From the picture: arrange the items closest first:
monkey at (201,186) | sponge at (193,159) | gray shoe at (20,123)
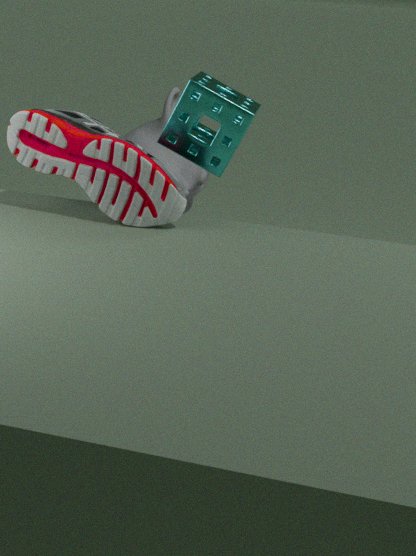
gray shoe at (20,123), sponge at (193,159), monkey at (201,186)
